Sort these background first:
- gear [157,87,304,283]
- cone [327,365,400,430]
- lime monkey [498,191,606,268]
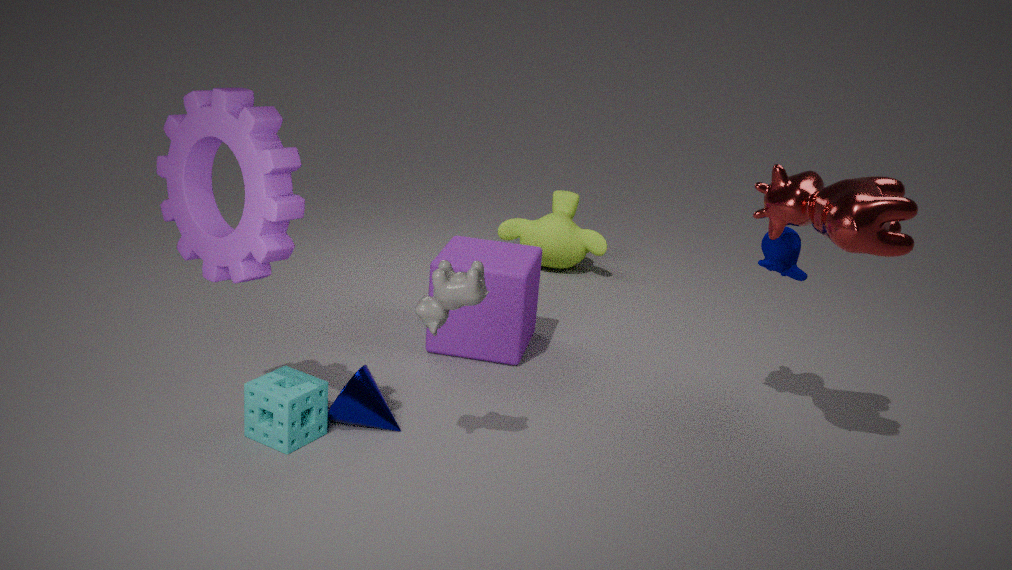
lime monkey [498,191,606,268] → cone [327,365,400,430] → gear [157,87,304,283]
